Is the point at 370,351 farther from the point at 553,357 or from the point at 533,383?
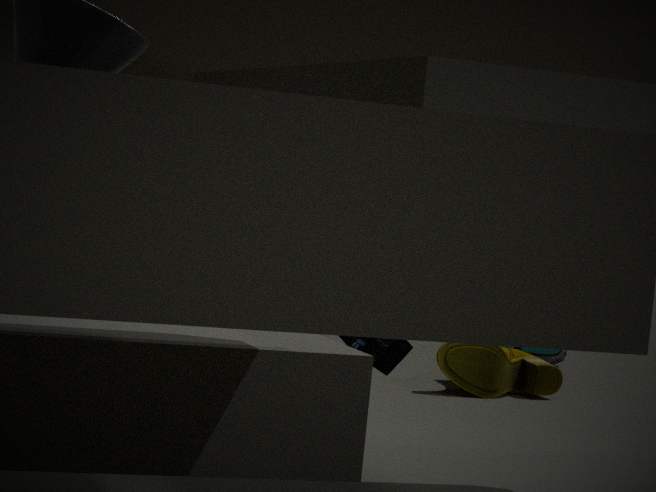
the point at 553,357
